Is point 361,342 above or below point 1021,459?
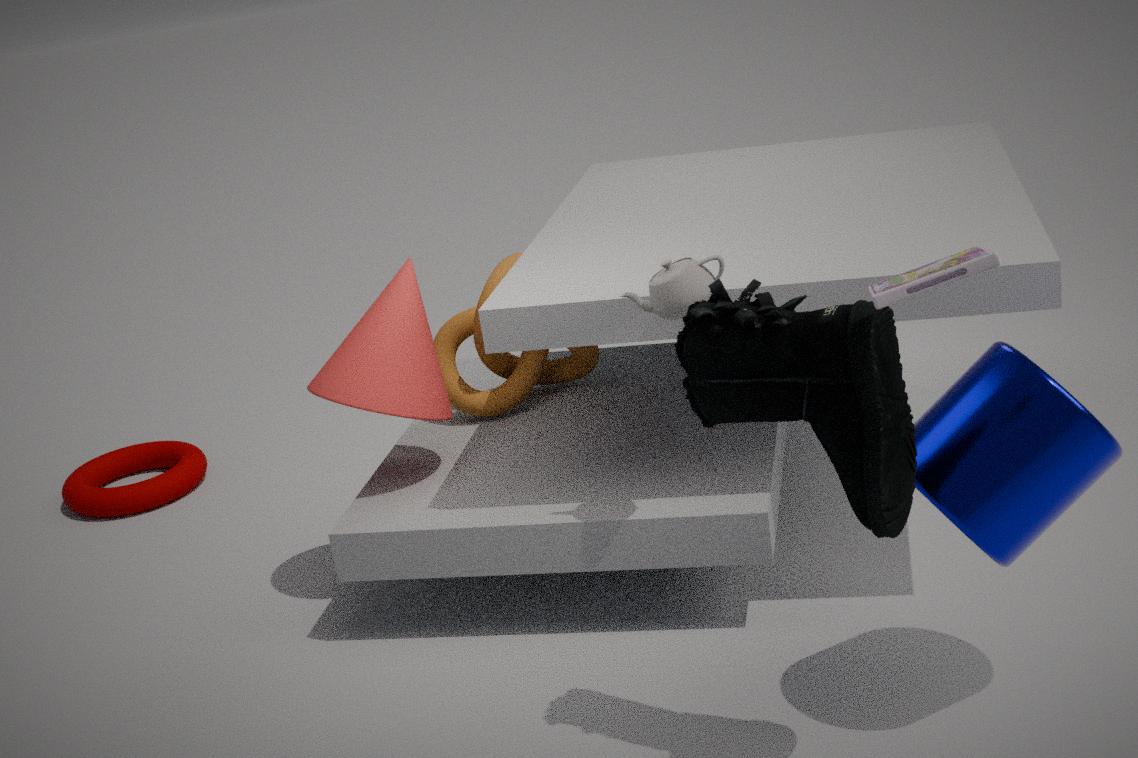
above
